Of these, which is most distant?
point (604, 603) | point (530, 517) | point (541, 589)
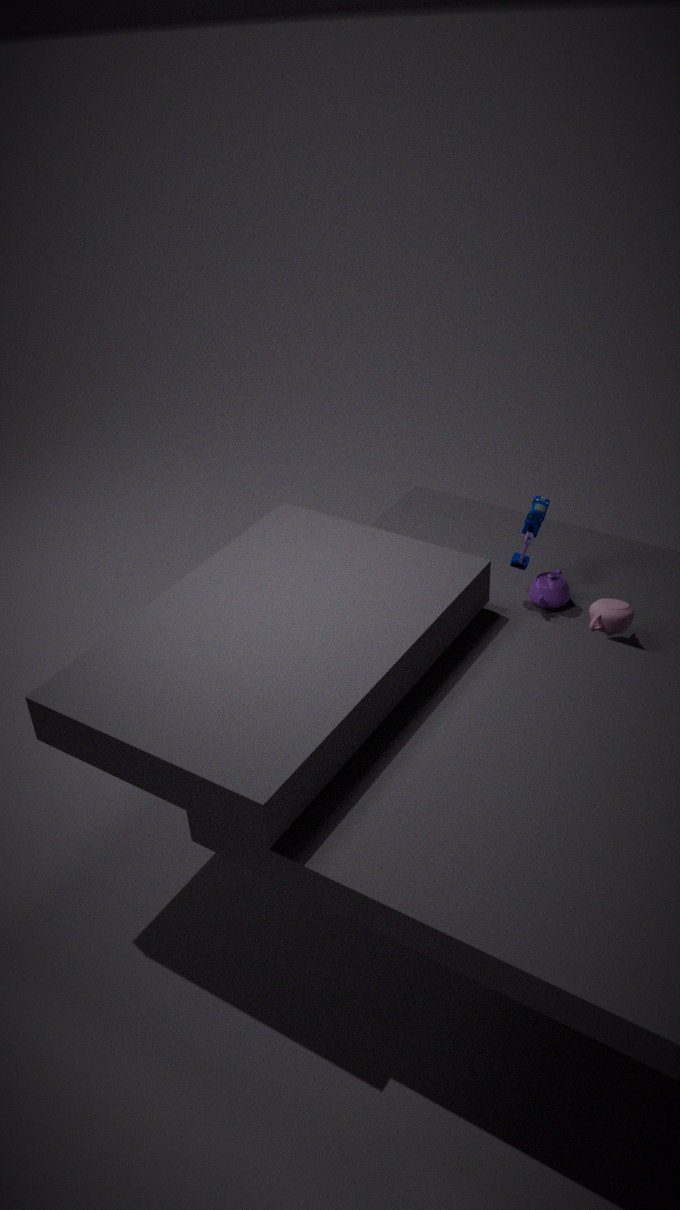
point (541, 589)
